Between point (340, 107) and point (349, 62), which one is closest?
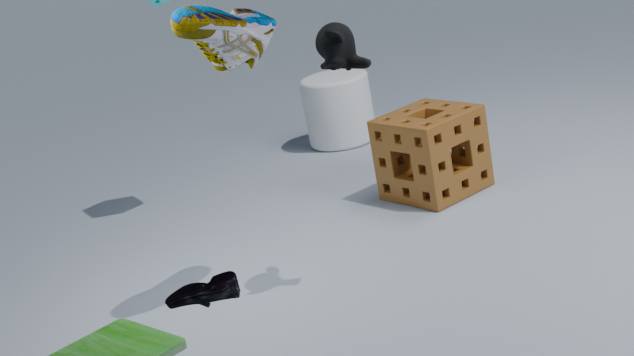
point (349, 62)
